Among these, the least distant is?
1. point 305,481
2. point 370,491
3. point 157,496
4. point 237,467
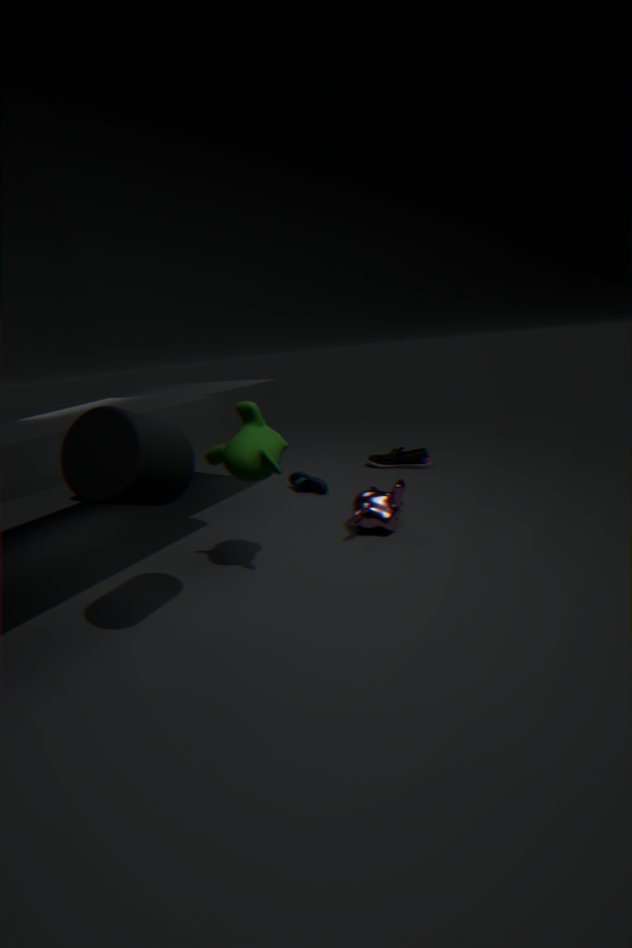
point 157,496
